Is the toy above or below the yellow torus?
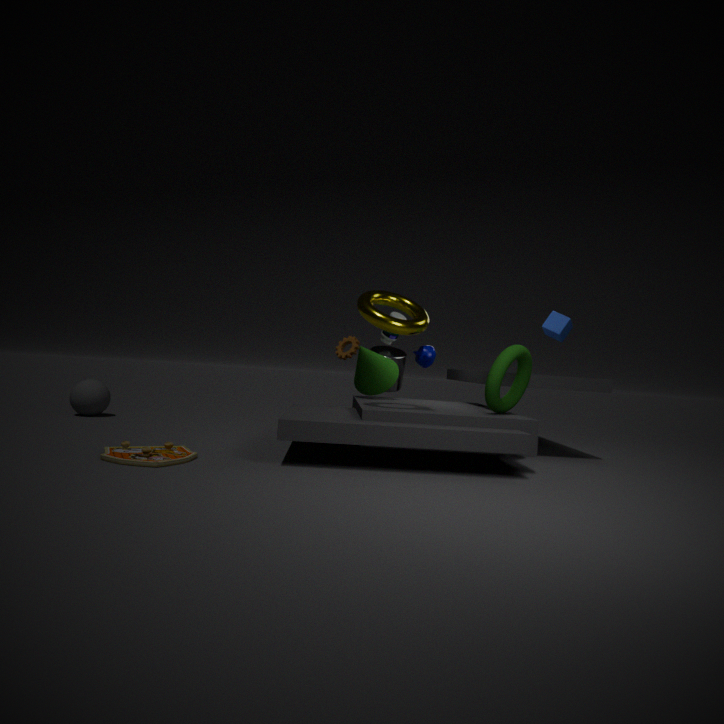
below
